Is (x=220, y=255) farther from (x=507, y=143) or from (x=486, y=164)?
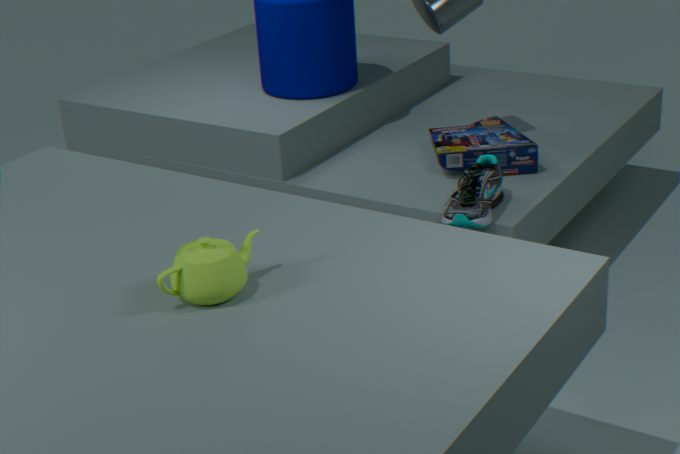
(x=507, y=143)
